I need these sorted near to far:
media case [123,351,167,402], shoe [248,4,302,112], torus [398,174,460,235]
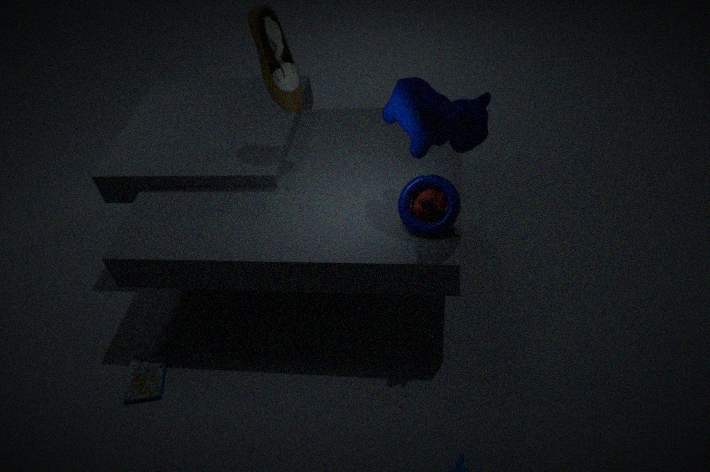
1. torus [398,174,460,235]
2. shoe [248,4,302,112]
3. media case [123,351,167,402]
